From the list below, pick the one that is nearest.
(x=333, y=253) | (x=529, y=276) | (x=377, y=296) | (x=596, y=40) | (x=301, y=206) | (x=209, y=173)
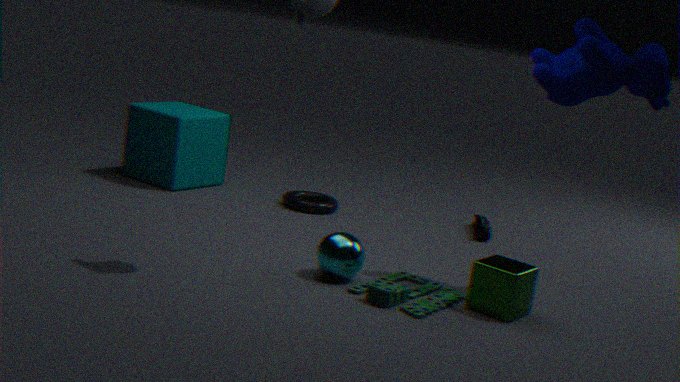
(x=377, y=296)
